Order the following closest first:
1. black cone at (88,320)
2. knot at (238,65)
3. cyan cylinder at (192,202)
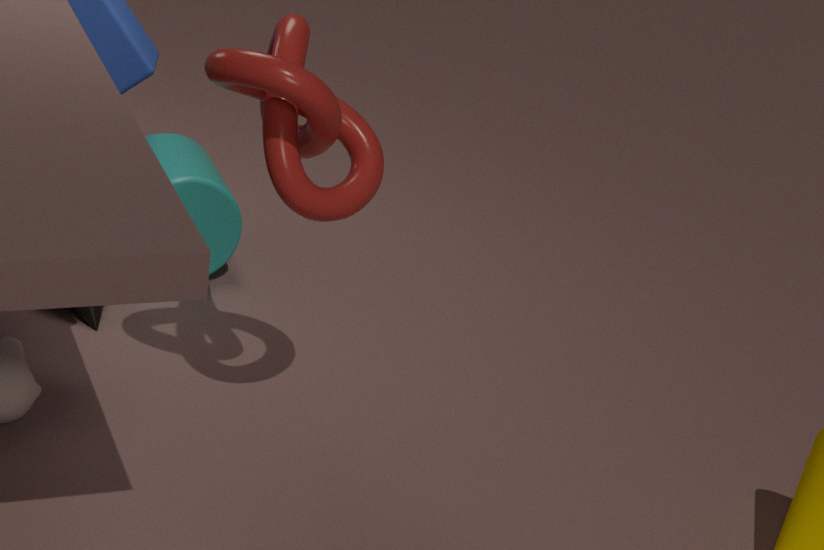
1. knot at (238,65)
2. black cone at (88,320)
3. cyan cylinder at (192,202)
